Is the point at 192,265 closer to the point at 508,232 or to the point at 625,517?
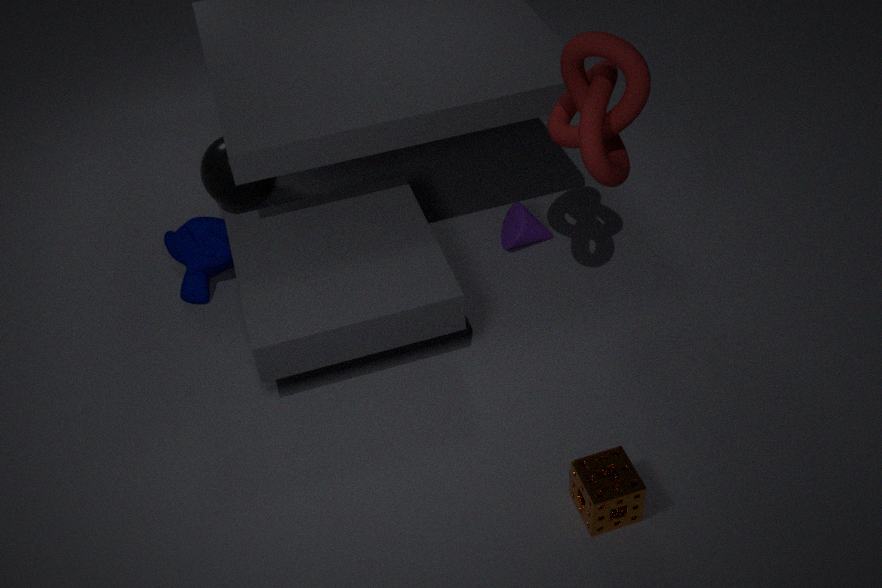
the point at 508,232
